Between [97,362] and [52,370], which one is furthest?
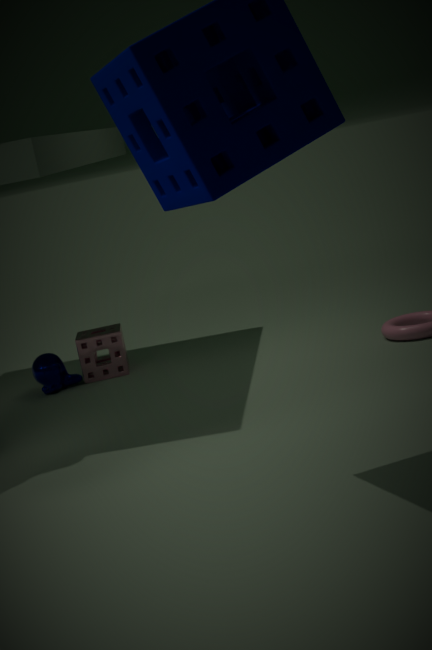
[97,362]
